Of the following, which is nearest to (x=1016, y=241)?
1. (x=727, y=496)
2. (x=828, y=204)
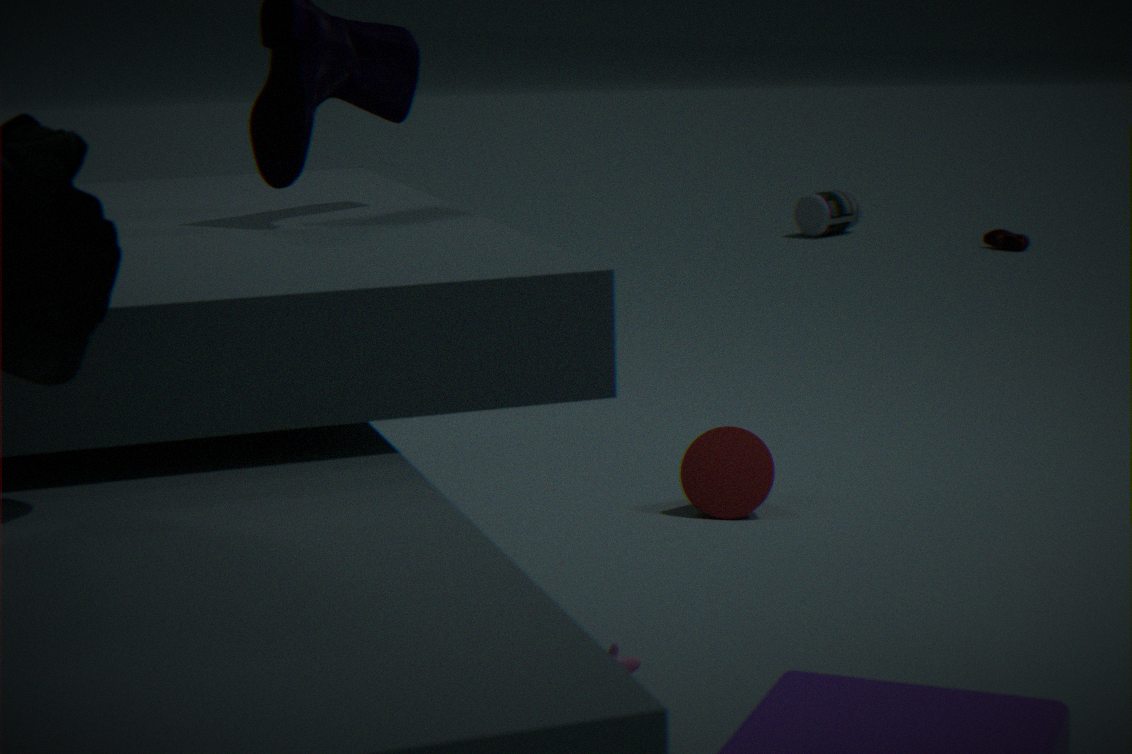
(x=828, y=204)
